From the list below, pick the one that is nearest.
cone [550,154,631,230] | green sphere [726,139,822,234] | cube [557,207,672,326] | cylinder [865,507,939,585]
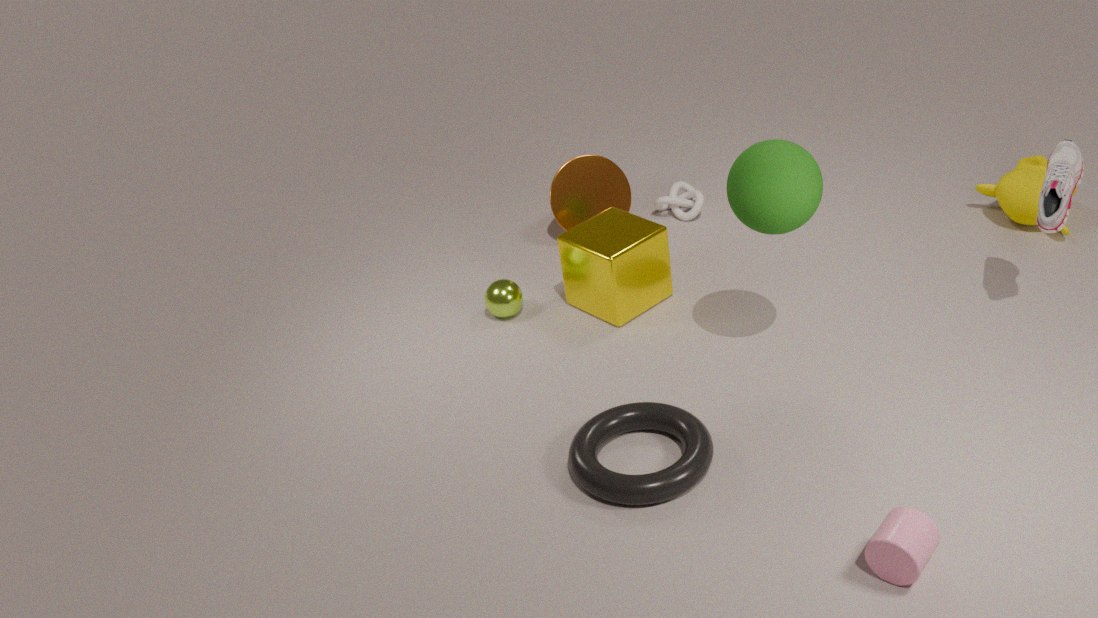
cylinder [865,507,939,585]
